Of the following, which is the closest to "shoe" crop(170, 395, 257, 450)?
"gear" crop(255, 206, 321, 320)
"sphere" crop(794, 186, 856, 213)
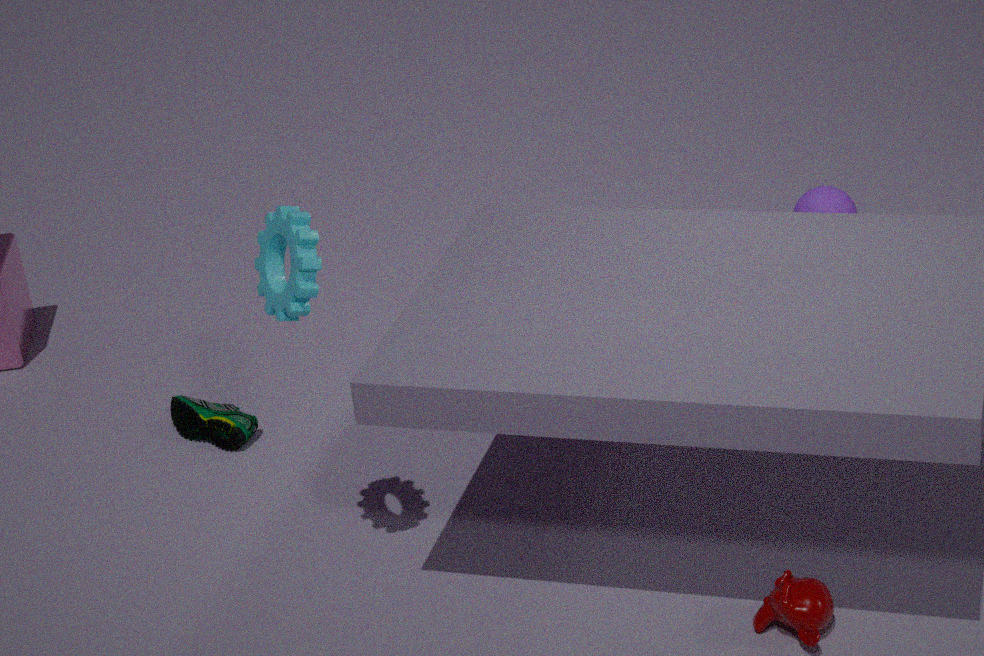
"gear" crop(255, 206, 321, 320)
